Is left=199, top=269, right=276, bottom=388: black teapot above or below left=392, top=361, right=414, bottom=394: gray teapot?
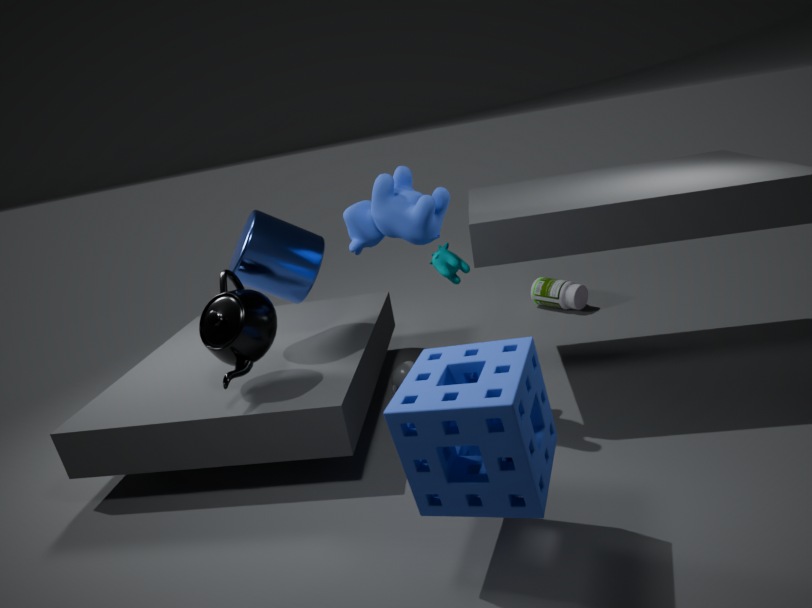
above
